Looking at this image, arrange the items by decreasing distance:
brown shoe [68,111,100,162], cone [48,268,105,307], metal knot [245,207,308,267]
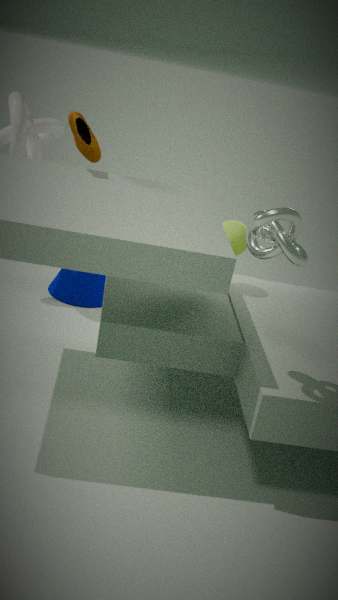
cone [48,268,105,307] → brown shoe [68,111,100,162] → metal knot [245,207,308,267]
